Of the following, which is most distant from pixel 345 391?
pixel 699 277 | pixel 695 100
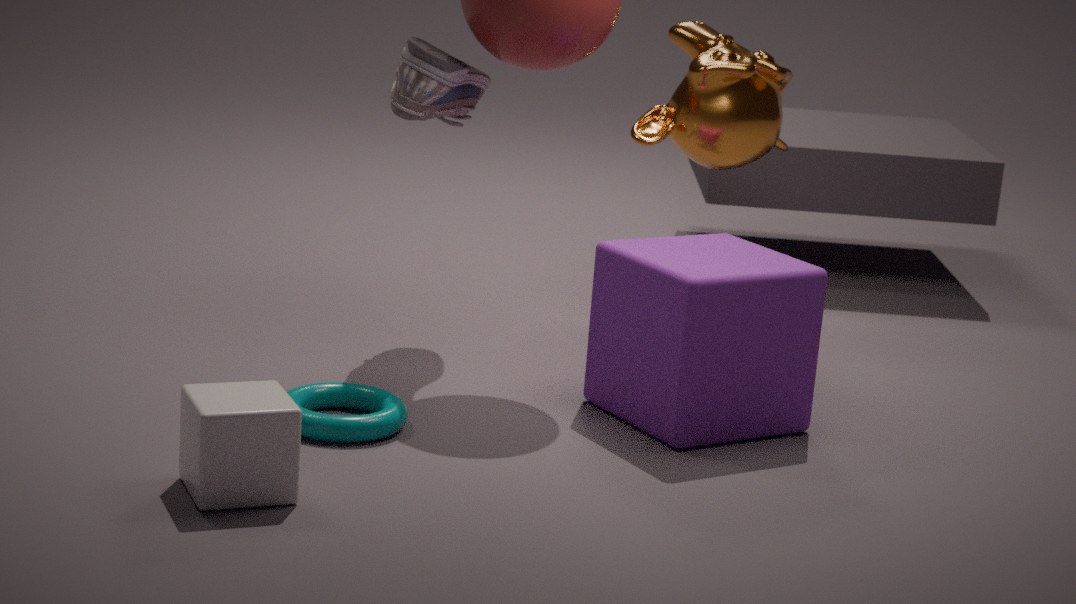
pixel 695 100
